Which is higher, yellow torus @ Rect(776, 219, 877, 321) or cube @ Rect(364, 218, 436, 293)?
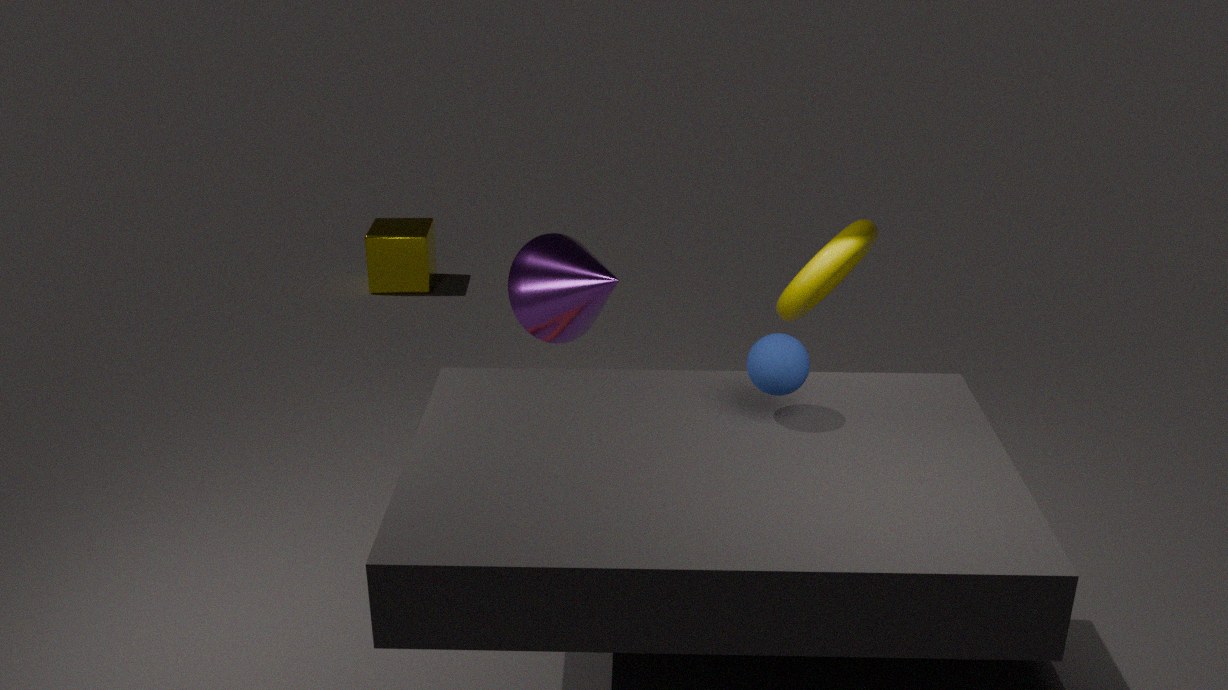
yellow torus @ Rect(776, 219, 877, 321)
